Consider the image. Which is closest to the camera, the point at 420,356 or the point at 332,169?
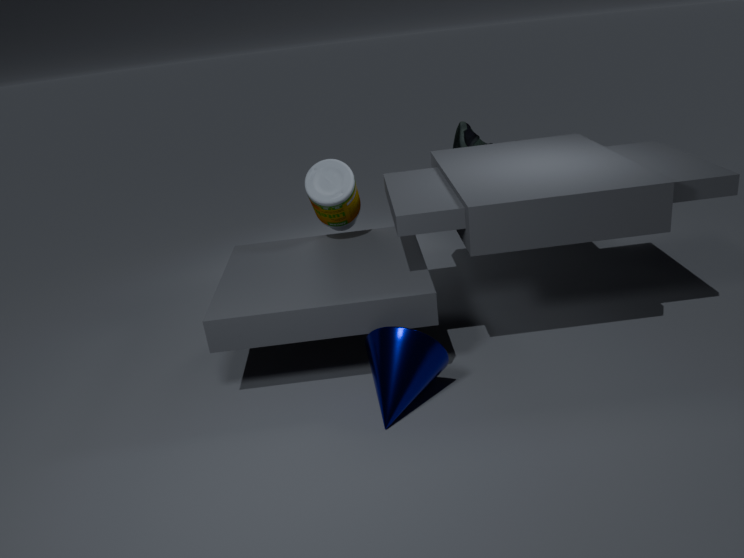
the point at 420,356
